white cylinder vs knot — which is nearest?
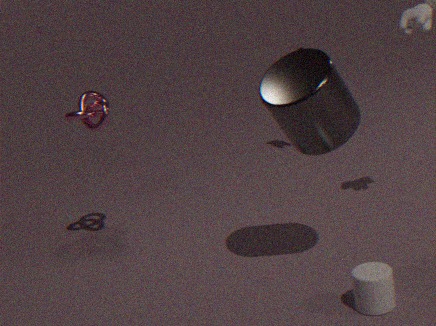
white cylinder
